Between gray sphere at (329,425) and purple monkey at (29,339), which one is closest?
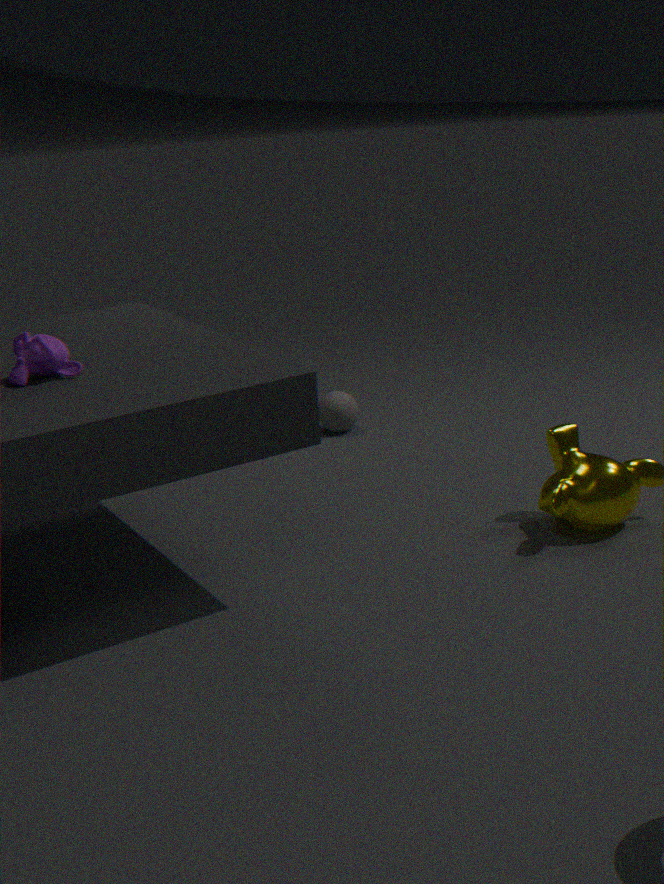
purple monkey at (29,339)
